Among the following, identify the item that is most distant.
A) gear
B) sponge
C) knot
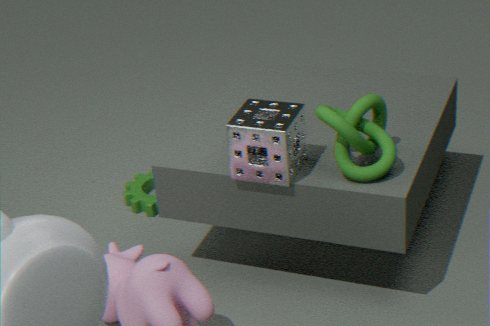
A. gear
